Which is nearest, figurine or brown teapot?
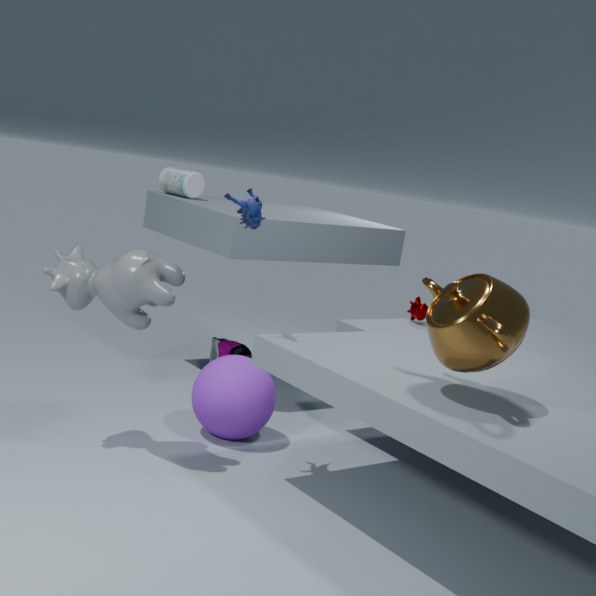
brown teapot
